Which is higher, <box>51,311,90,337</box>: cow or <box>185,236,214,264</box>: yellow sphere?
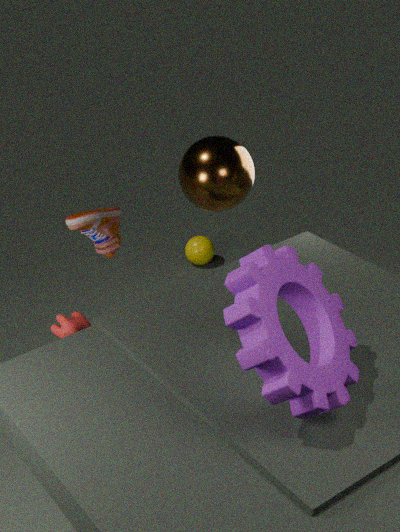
<box>51,311,90,337</box>: cow
